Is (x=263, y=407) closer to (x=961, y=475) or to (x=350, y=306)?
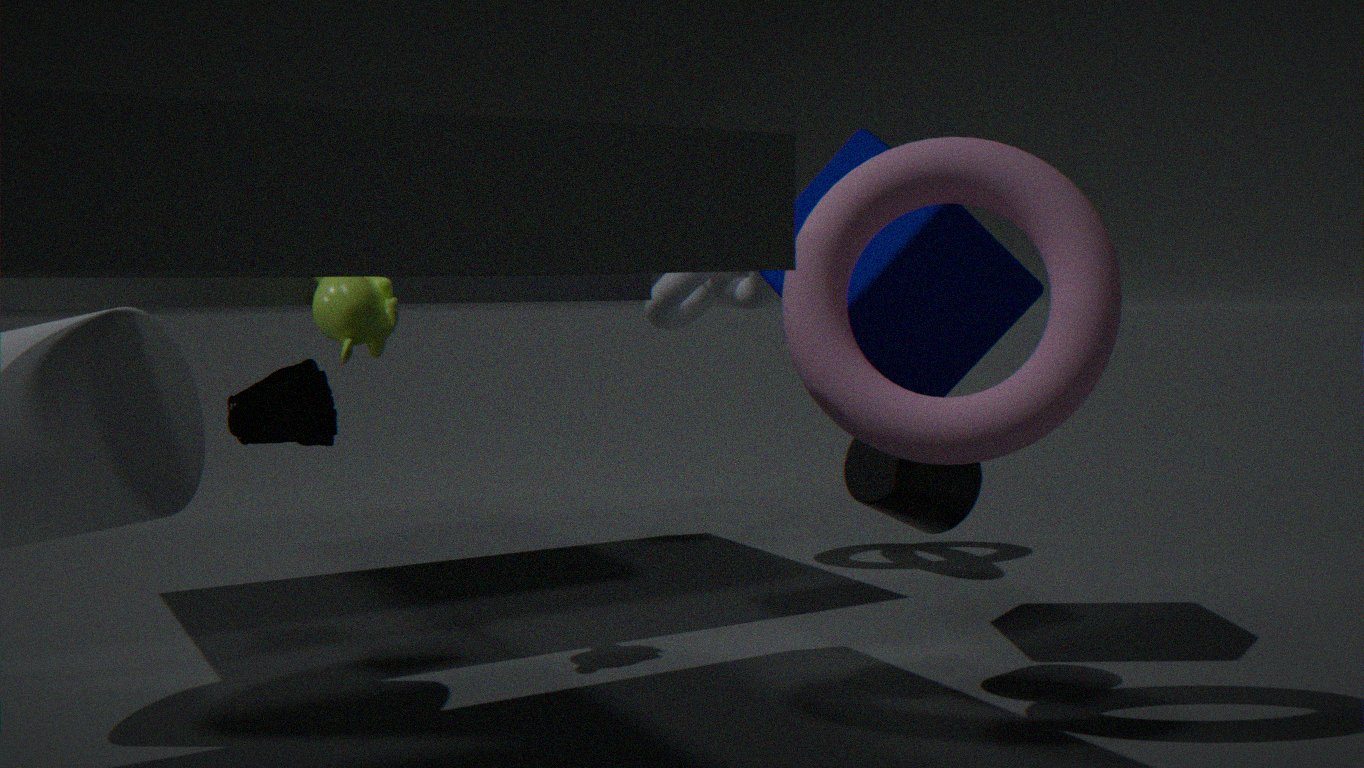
(x=350, y=306)
